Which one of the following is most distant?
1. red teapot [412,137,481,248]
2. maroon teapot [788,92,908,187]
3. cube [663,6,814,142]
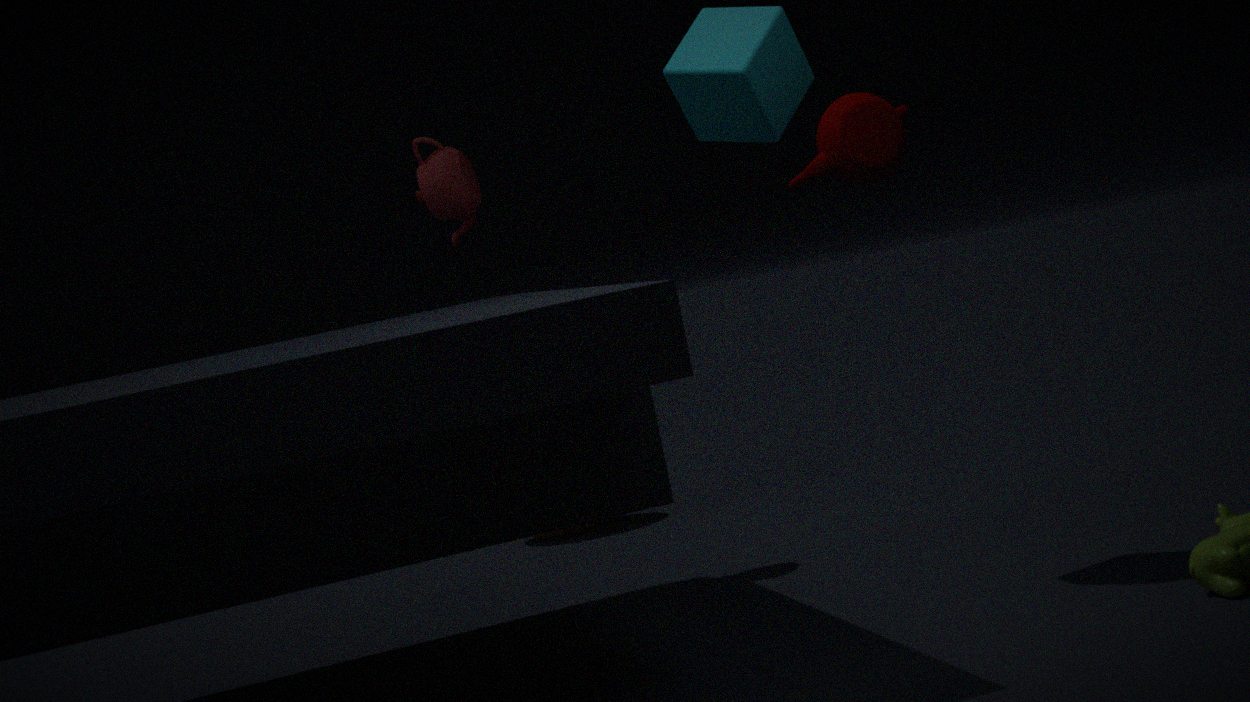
red teapot [412,137,481,248]
